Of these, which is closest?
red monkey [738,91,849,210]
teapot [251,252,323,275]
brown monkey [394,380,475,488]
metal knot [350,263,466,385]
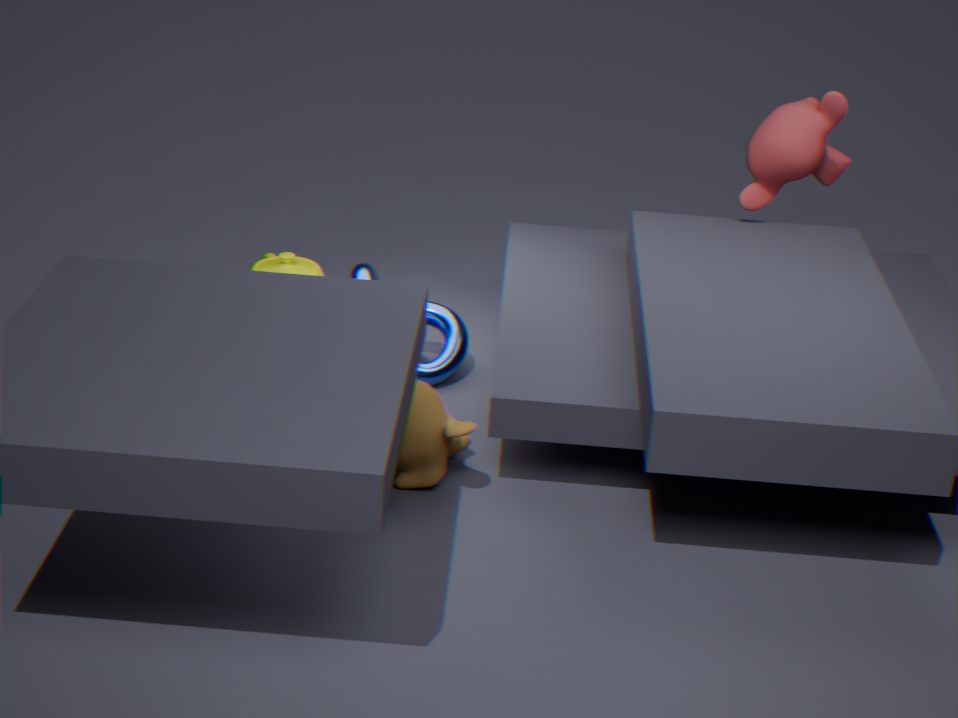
brown monkey [394,380,475,488]
